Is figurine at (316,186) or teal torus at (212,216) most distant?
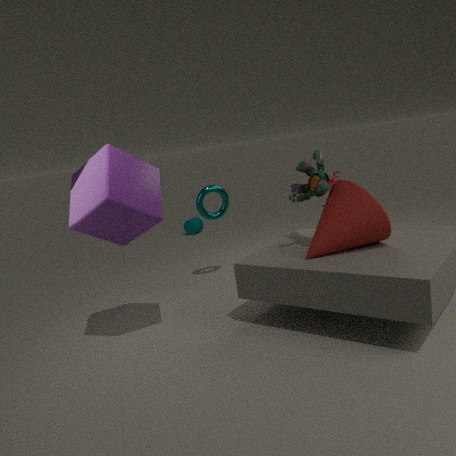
teal torus at (212,216)
